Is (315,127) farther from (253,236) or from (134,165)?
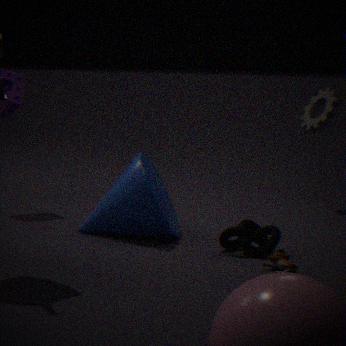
(134,165)
